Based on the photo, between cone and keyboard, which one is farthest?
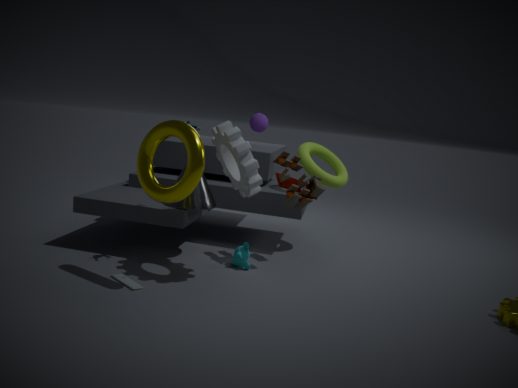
cone
